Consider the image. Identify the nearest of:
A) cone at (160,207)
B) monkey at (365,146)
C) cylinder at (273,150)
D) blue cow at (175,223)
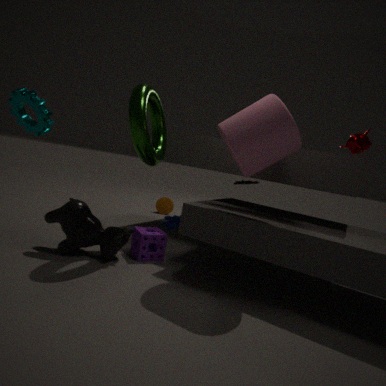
cylinder at (273,150)
